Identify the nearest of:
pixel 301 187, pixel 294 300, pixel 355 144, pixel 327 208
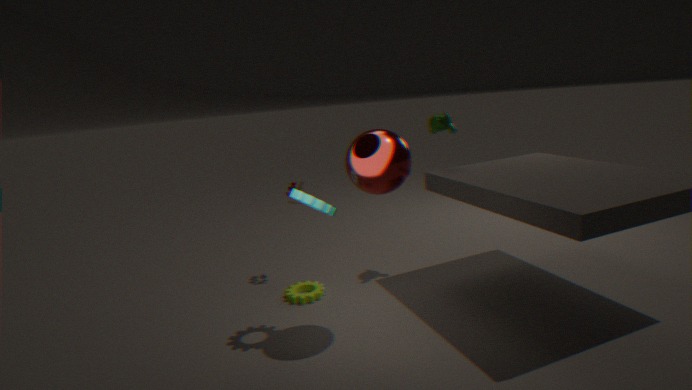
pixel 355 144
